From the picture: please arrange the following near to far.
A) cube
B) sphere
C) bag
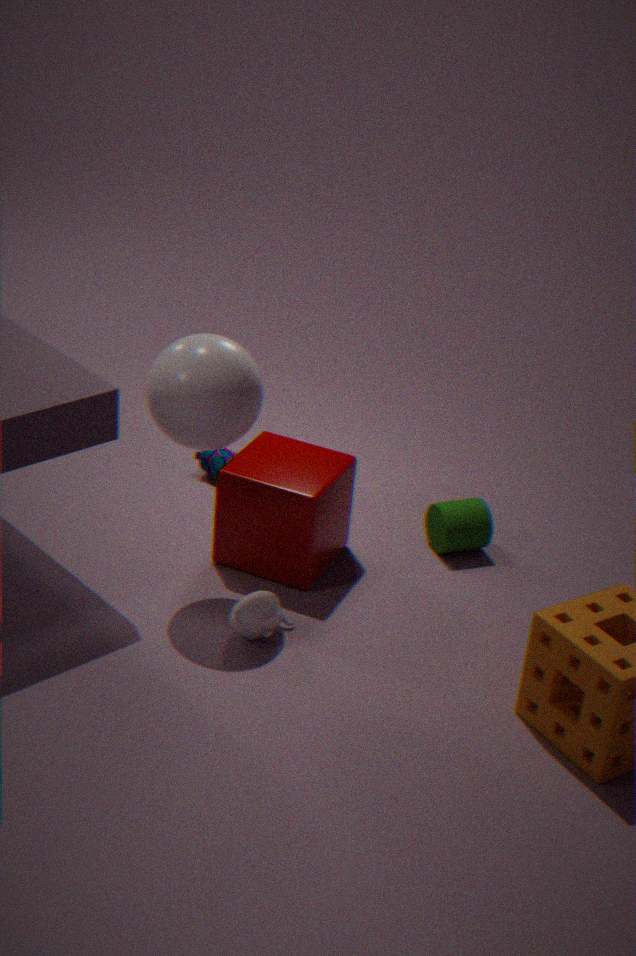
sphere, cube, bag
